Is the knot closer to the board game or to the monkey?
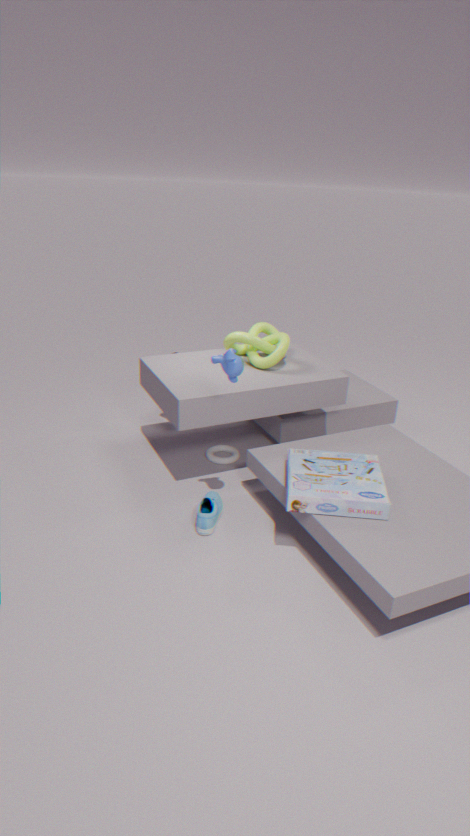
the board game
